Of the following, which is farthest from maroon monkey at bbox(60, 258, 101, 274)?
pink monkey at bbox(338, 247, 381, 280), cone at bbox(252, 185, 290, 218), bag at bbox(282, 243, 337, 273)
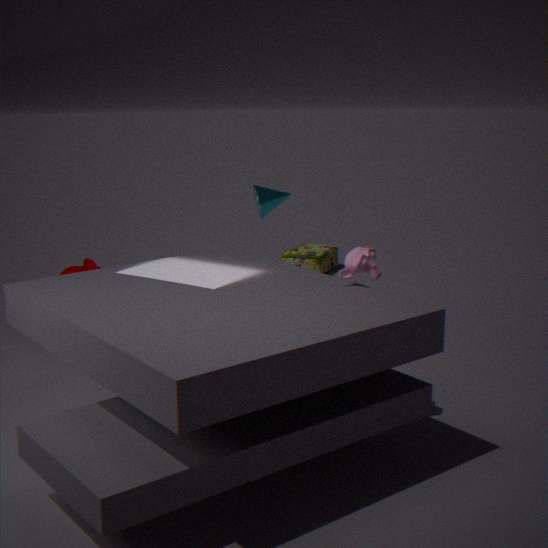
bag at bbox(282, 243, 337, 273)
